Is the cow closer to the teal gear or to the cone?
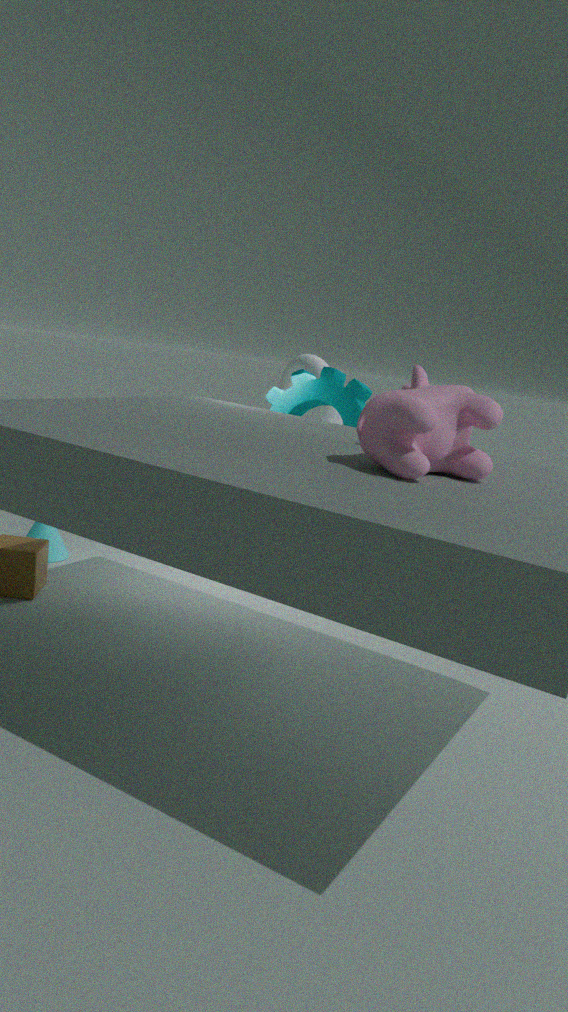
the teal gear
